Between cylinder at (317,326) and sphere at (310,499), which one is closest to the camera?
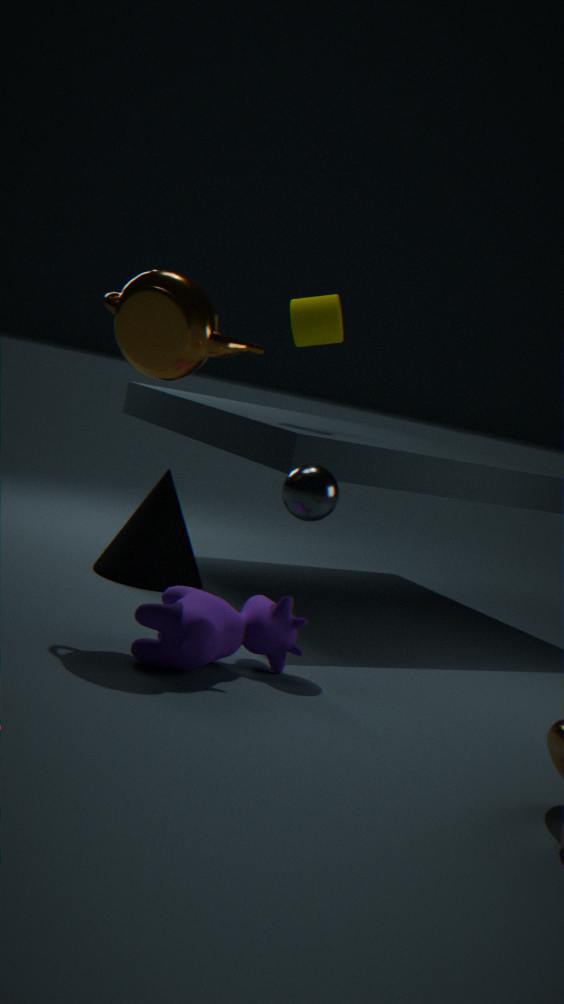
sphere at (310,499)
